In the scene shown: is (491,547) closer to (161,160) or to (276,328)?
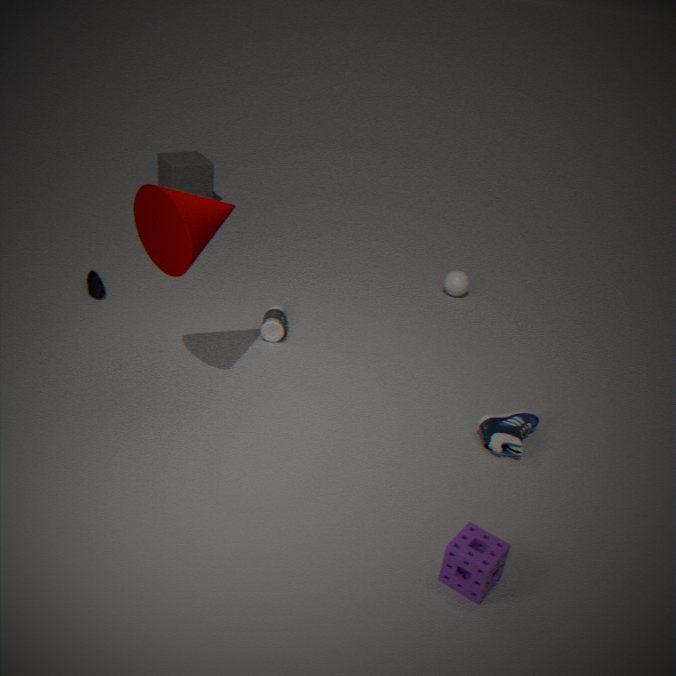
(276,328)
